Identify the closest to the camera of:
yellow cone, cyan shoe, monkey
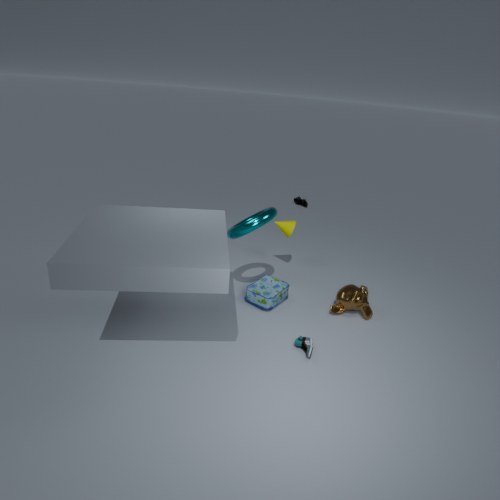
cyan shoe
